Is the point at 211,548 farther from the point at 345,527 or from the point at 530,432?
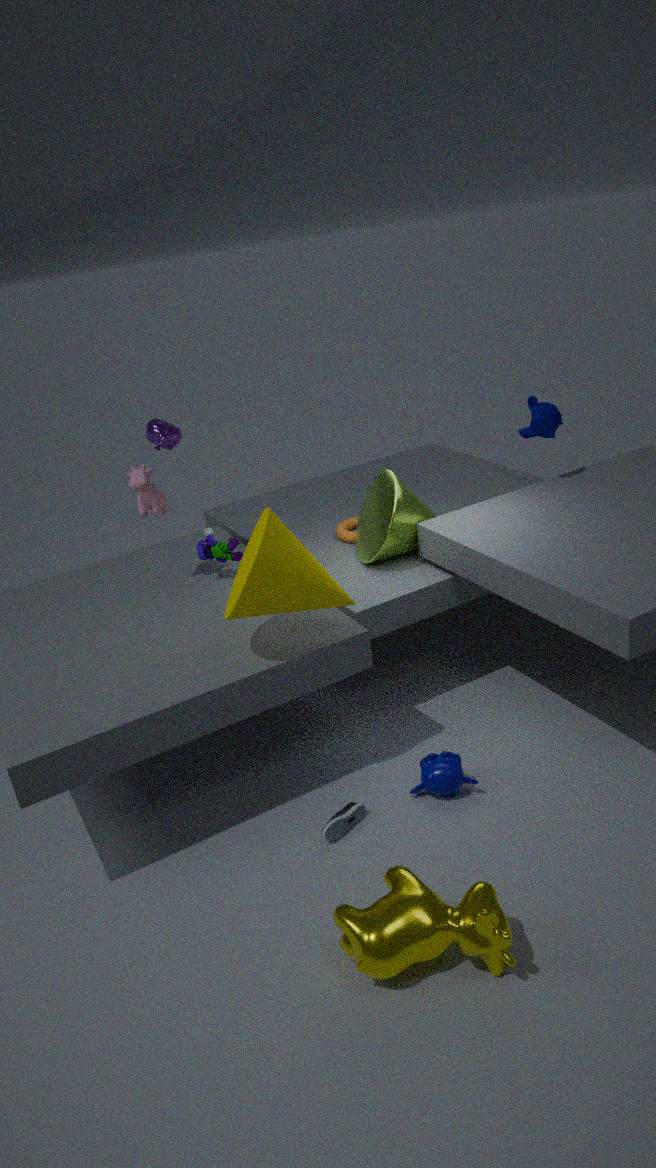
the point at 530,432
